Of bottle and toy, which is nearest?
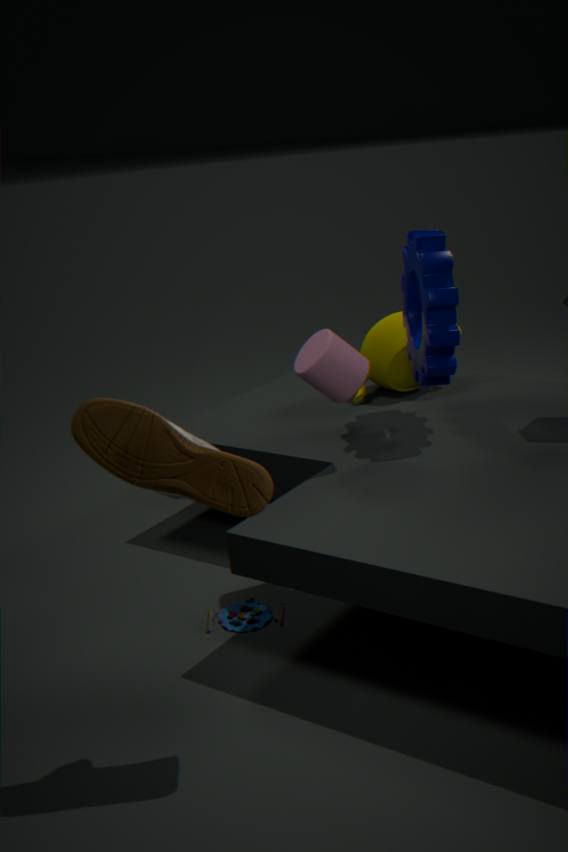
bottle
